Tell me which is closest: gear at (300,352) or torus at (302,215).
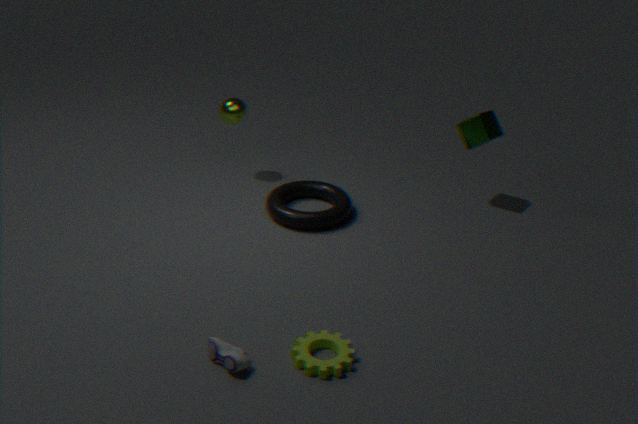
gear at (300,352)
